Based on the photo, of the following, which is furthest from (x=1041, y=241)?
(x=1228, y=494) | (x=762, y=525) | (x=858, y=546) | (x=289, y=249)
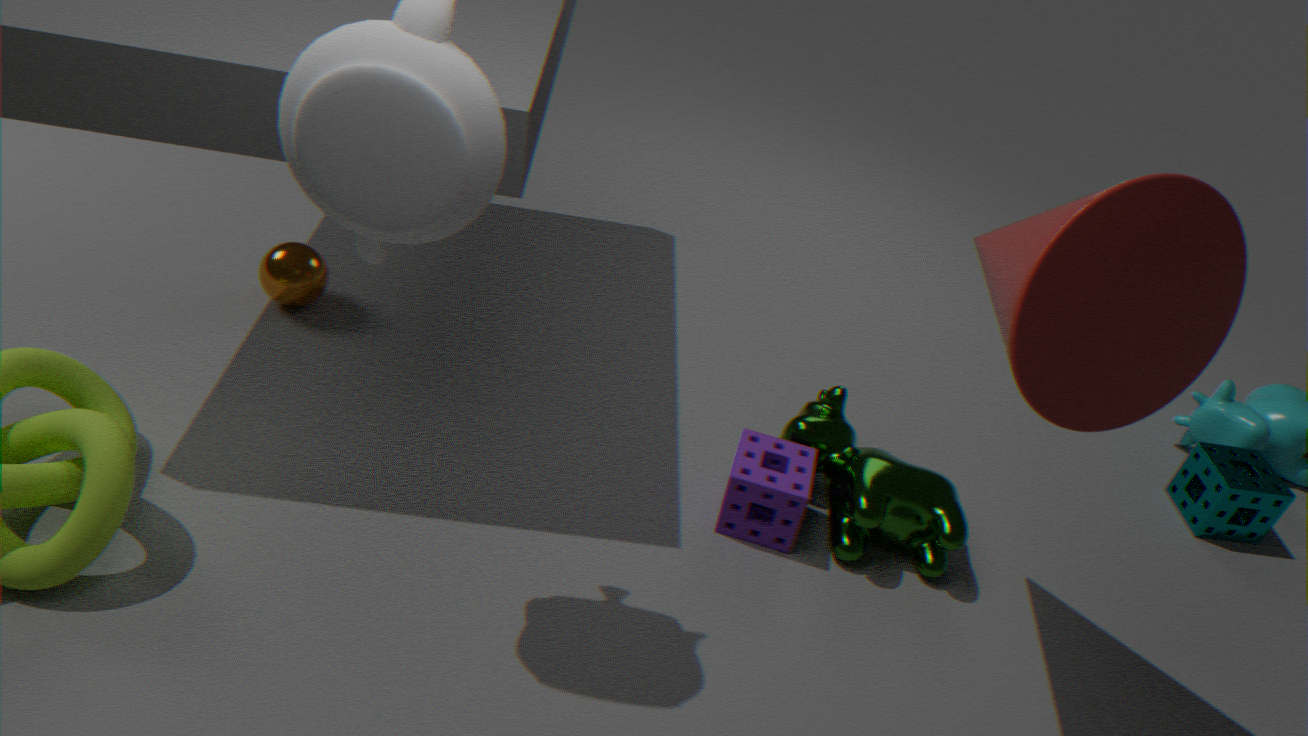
(x=289, y=249)
